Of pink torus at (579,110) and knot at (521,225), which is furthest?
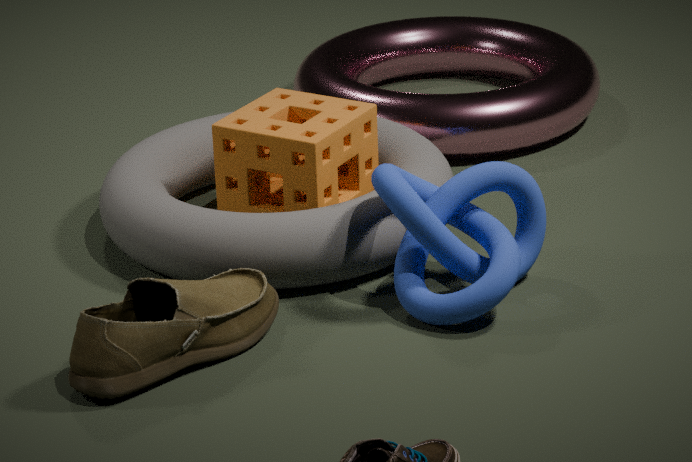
pink torus at (579,110)
